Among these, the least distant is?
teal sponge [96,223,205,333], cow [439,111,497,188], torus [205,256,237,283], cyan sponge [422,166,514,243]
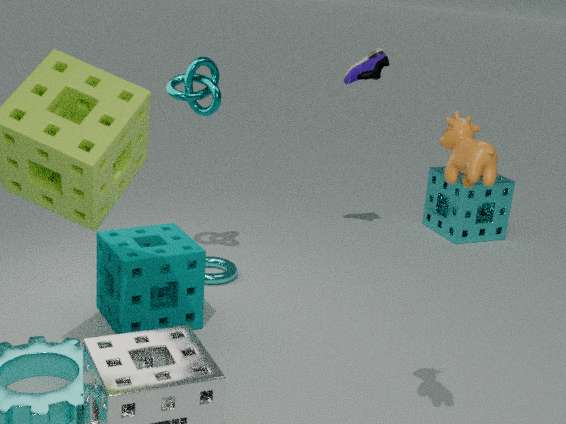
cow [439,111,497,188]
